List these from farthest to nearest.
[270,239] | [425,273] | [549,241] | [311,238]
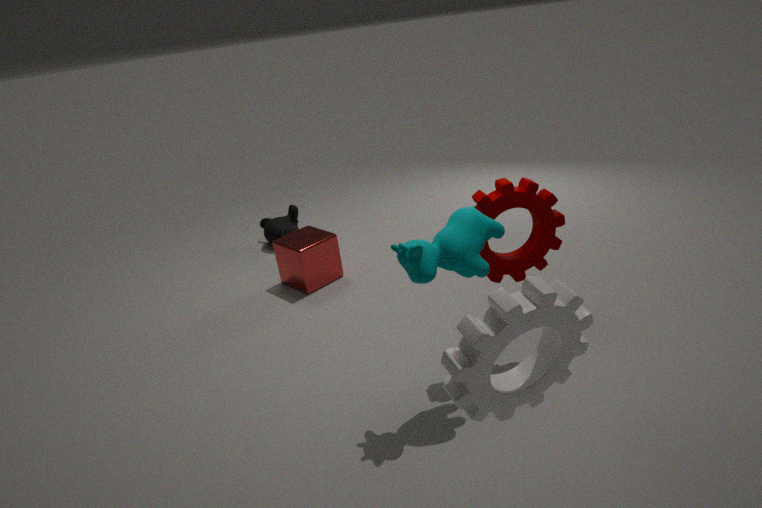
[270,239] < [311,238] < [549,241] < [425,273]
